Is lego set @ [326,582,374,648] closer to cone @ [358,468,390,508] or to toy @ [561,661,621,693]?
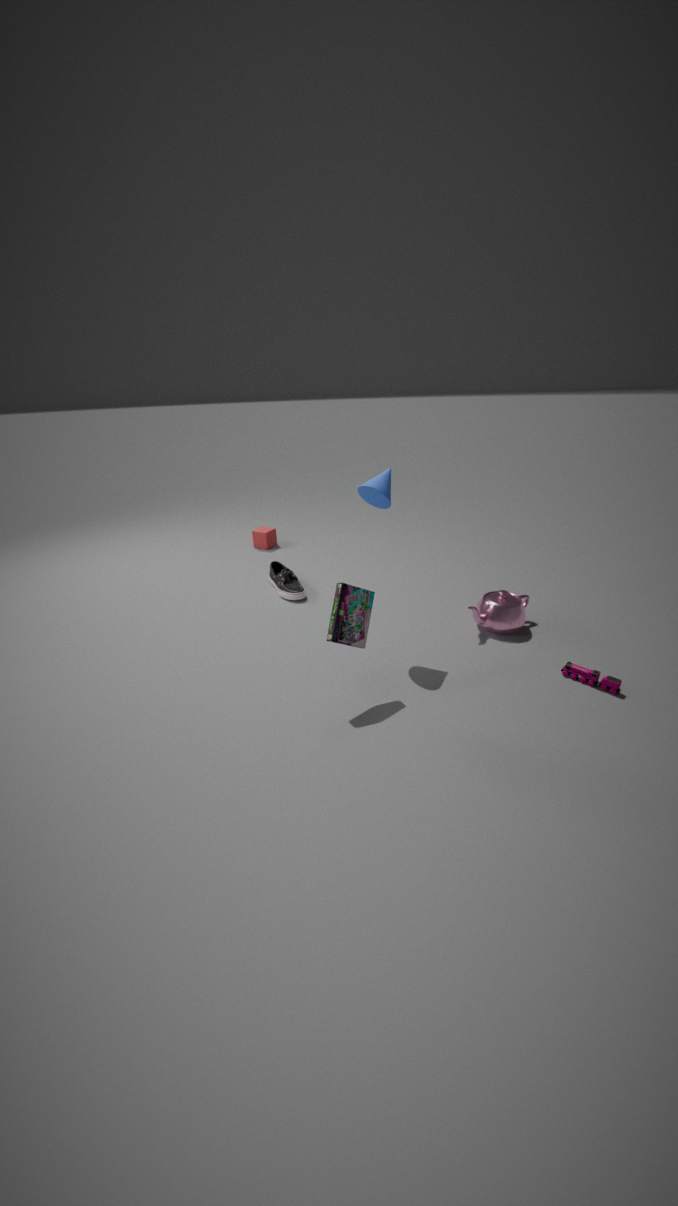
cone @ [358,468,390,508]
